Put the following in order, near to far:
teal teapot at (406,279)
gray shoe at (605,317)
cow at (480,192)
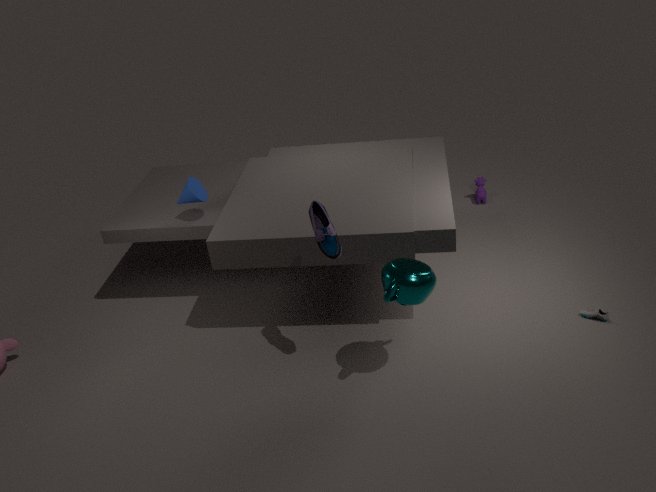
teal teapot at (406,279)
gray shoe at (605,317)
cow at (480,192)
